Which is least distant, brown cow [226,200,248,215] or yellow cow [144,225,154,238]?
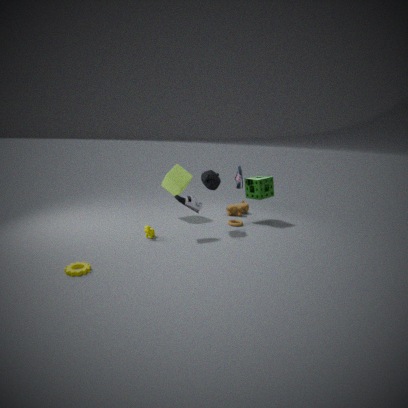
yellow cow [144,225,154,238]
